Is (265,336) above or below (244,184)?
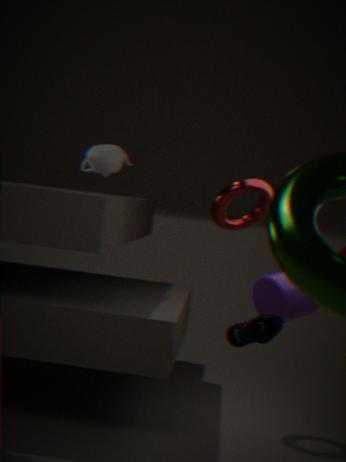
below
